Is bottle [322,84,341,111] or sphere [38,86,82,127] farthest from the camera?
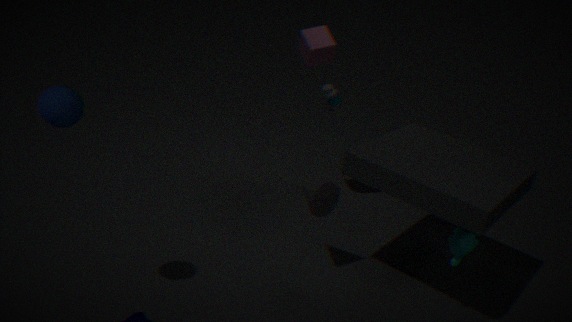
bottle [322,84,341,111]
